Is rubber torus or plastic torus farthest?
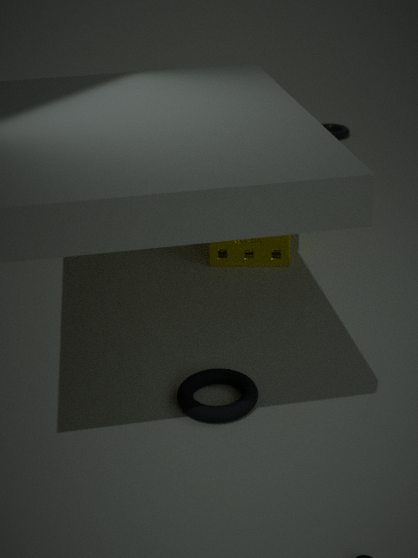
plastic torus
